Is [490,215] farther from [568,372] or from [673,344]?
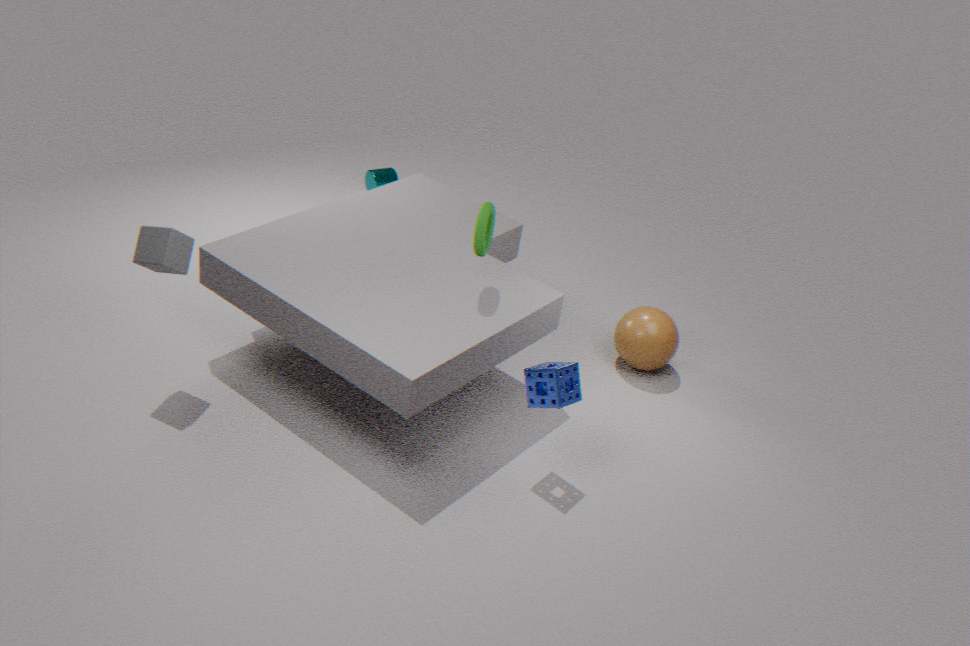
[673,344]
